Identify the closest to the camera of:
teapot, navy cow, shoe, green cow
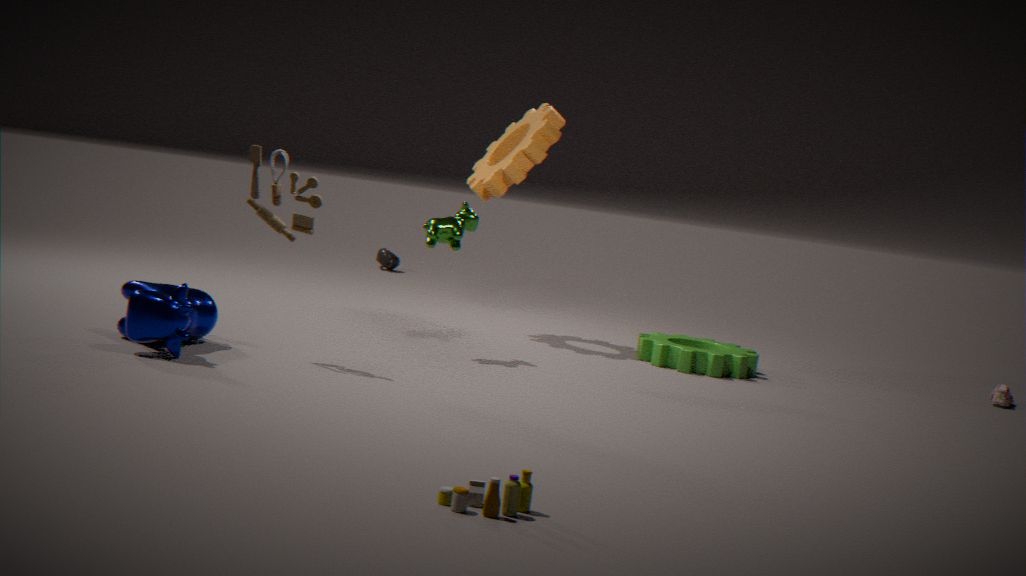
navy cow
